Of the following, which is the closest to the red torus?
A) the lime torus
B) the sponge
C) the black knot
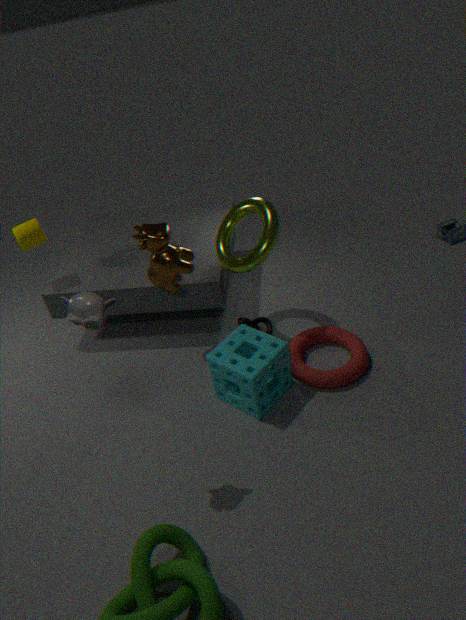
the sponge
